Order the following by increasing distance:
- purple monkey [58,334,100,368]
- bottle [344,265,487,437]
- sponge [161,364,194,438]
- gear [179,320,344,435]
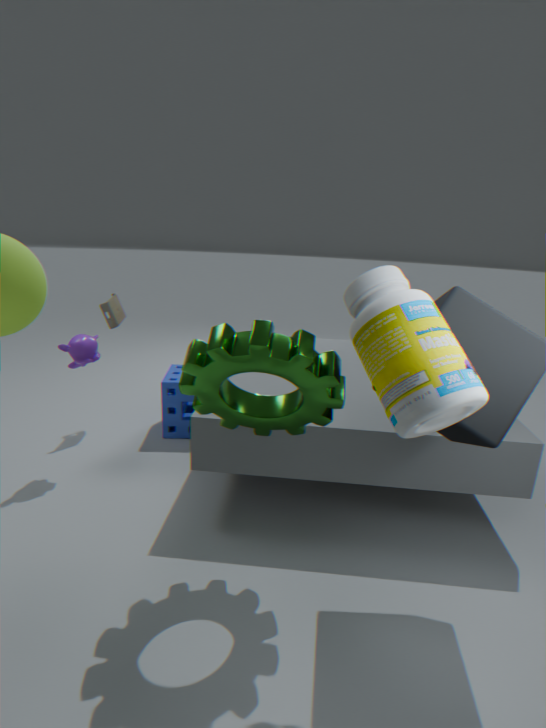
1. bottle [344,265,487,437]
2. gear [179,320,344,435]
3. purple monkey [58,334,100,368]
4. sponge [161,364,194,438]
